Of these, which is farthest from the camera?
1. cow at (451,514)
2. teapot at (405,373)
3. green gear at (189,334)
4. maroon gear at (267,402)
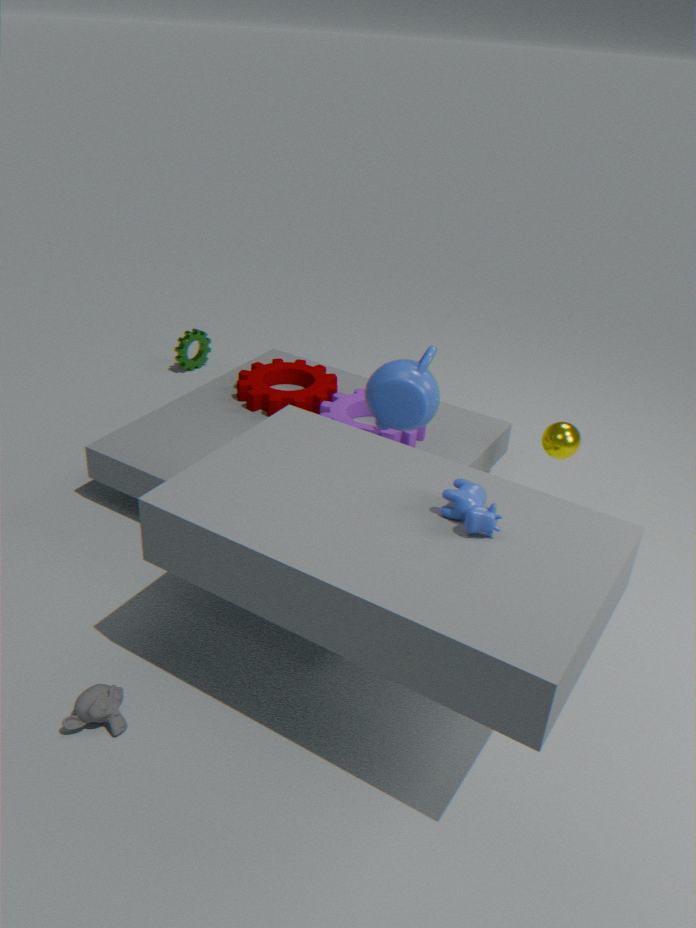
green gear at (189,334)
